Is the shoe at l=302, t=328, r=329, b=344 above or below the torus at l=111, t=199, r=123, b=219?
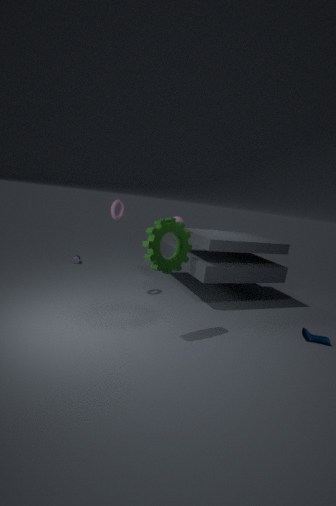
below
